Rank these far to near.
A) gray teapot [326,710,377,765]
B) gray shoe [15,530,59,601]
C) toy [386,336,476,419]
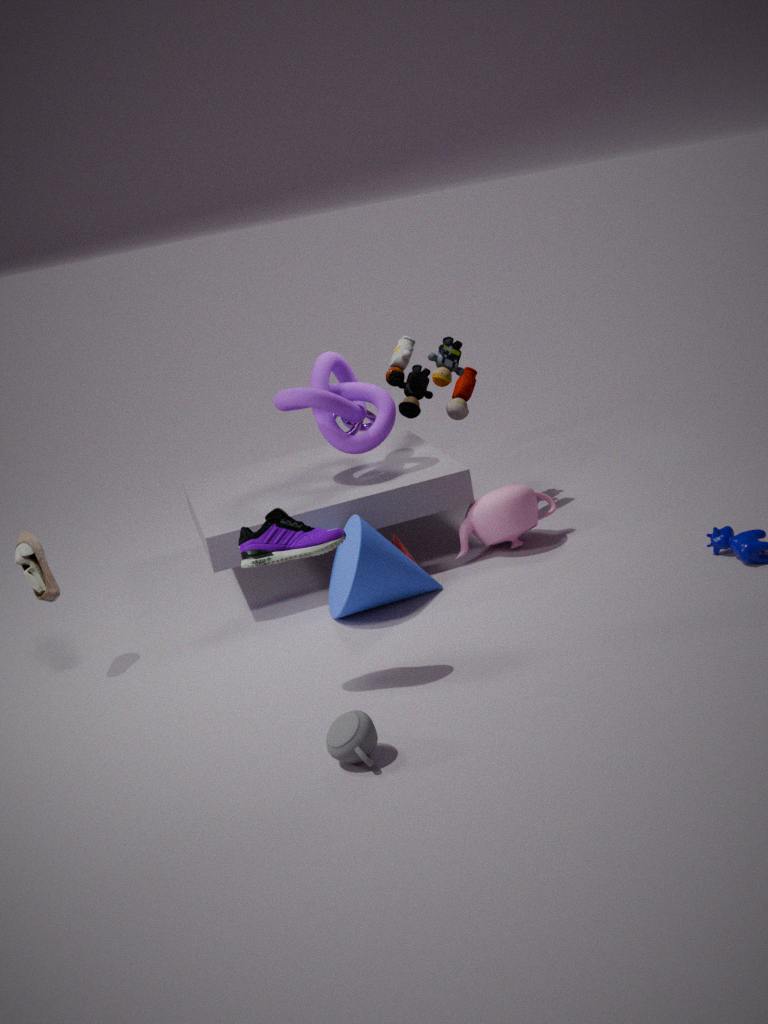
toy [386,336,476,419]
gray shoe [15,530,59,601]
gray teapot [326,710,377,765]
